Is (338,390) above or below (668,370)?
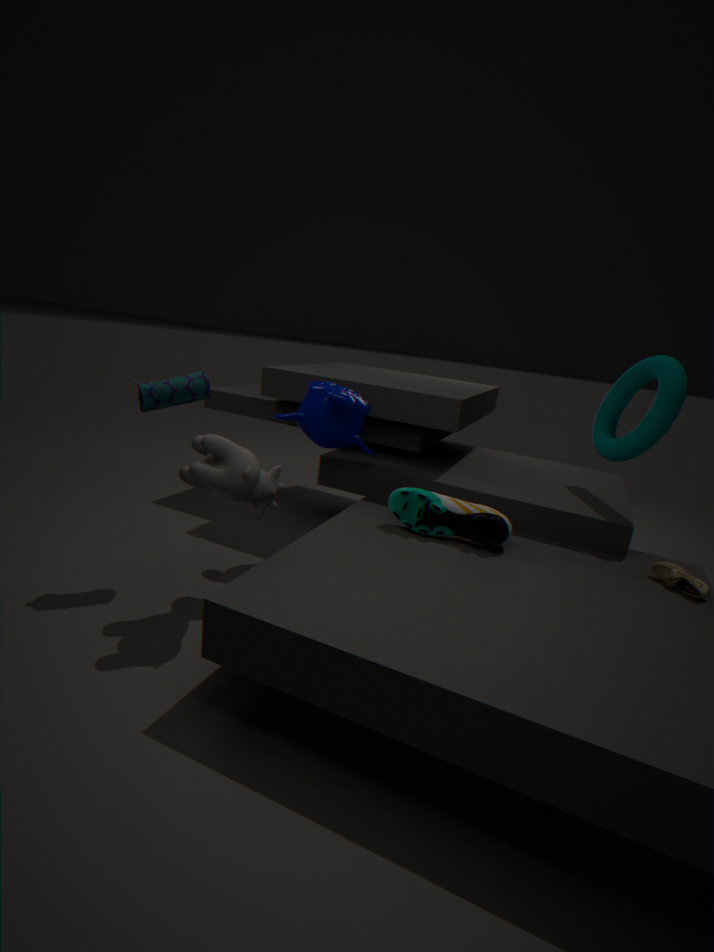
below
